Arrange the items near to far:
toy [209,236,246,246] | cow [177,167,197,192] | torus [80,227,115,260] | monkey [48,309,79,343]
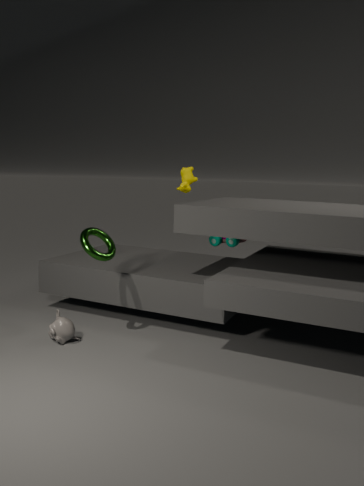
monkey [48,309,79,343] → torus [80,227,115,260] → cow [177,167,197,192] → toy [209,236,246,246]
